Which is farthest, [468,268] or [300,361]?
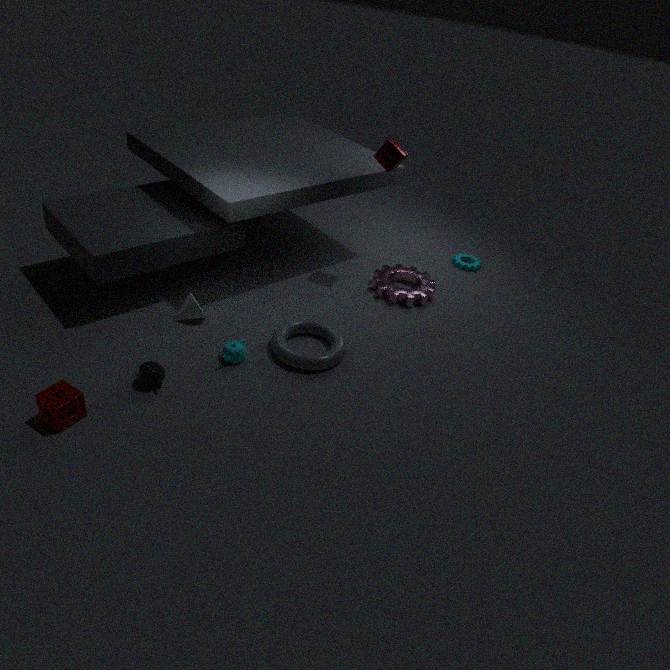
[468,268]
